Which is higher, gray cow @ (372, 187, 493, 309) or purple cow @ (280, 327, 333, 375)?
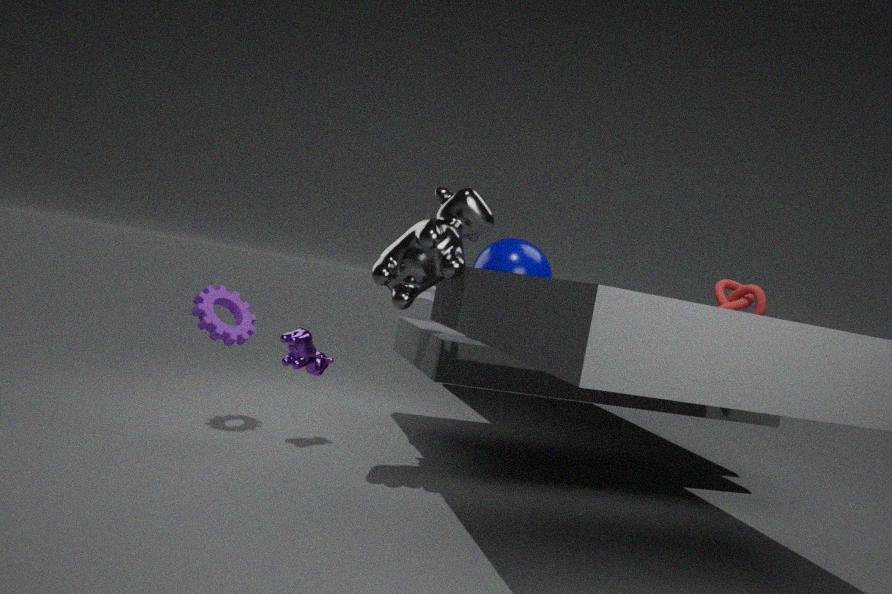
gray cow @ (372, 187, 493, 309)
